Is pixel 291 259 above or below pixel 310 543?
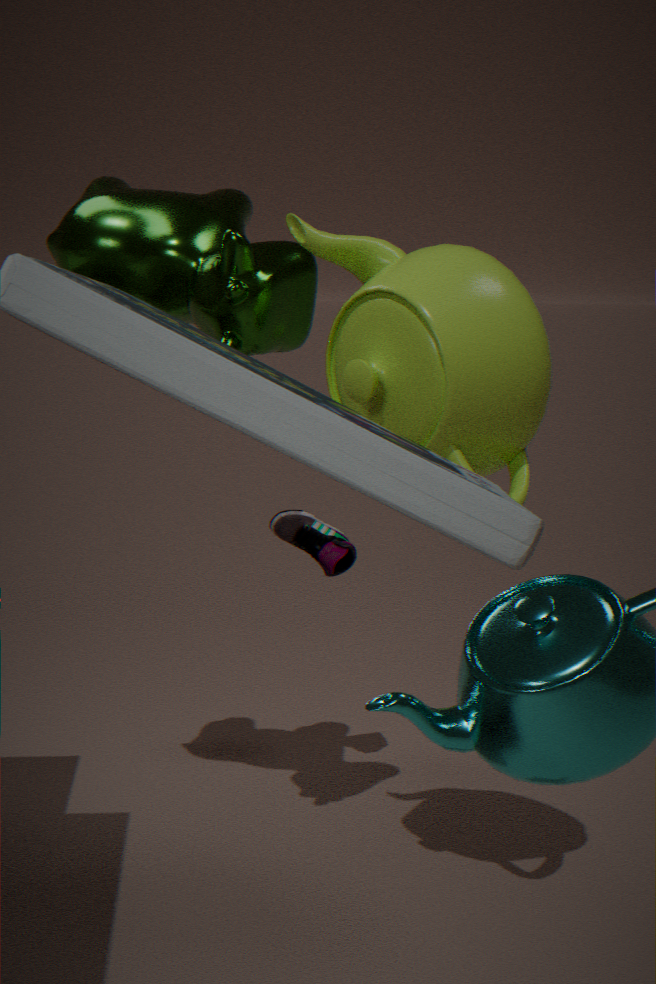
above
